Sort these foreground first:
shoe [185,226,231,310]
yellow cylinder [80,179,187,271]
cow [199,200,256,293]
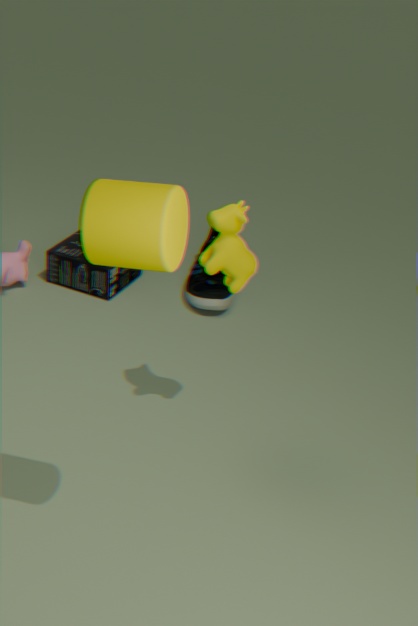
yellow cylinder [80,179,187,271]
cow [199,200,256,293]
shoe [185,226,231,310]
